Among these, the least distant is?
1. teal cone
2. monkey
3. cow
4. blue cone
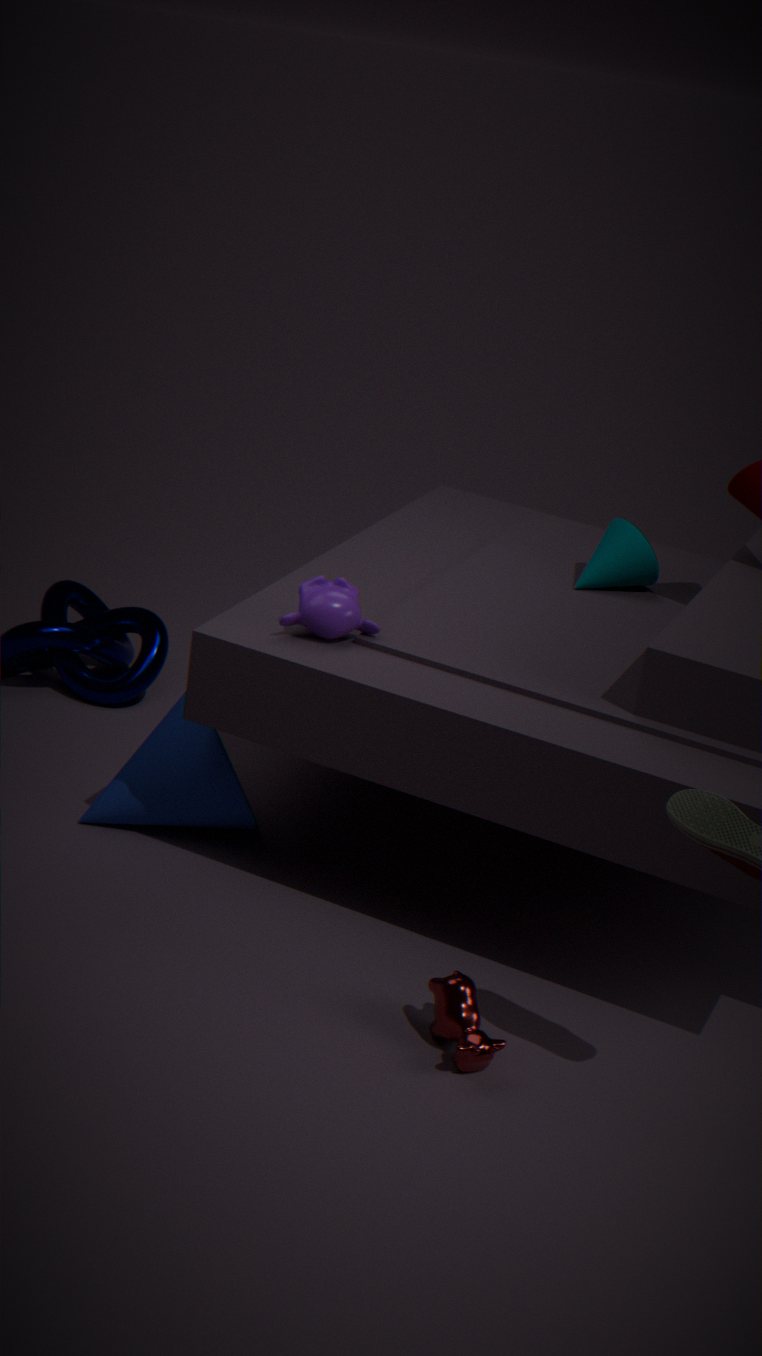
cow
